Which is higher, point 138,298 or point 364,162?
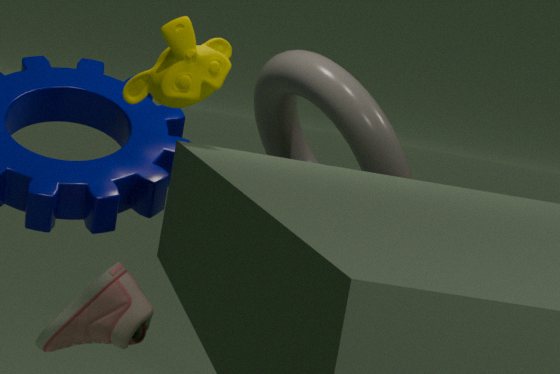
point 364,162
